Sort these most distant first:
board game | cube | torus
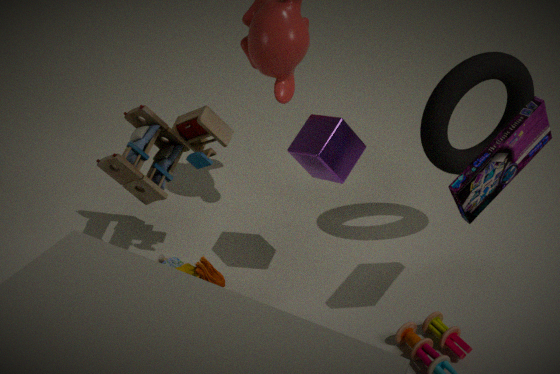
torus → cube → board game
